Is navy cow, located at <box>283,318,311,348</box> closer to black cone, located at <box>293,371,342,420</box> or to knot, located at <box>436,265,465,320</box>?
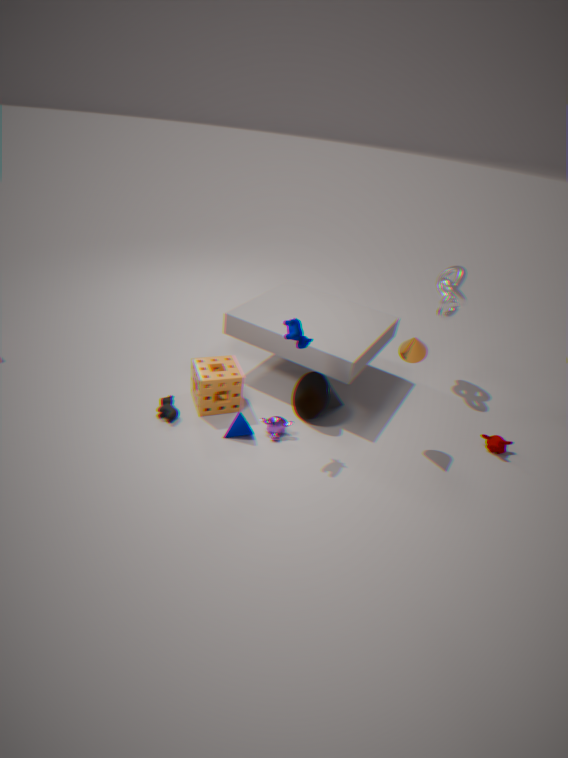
black cone, located at <box>293,371,342,420</box>
